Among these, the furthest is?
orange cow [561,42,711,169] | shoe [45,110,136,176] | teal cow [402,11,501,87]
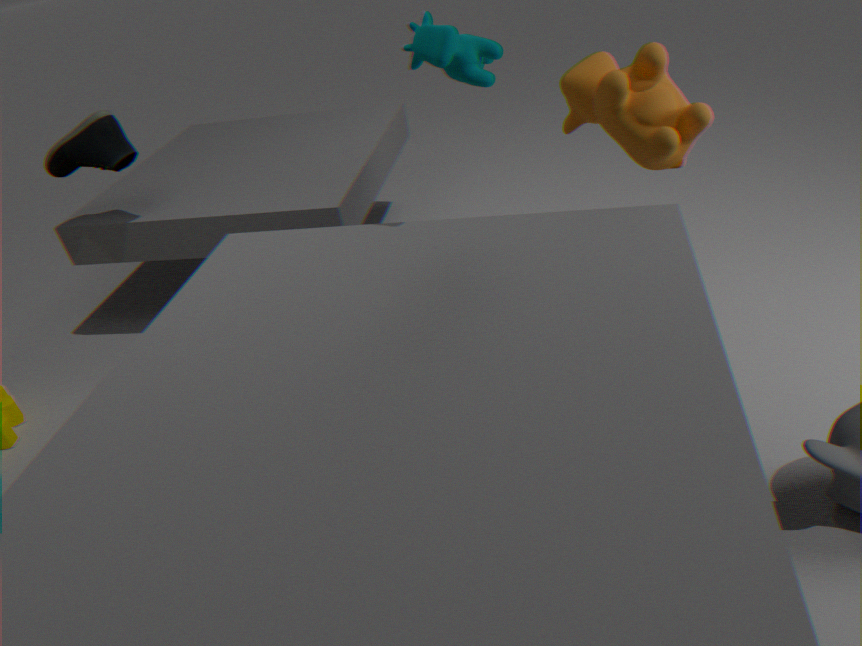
shoe [45,110,136,176]
